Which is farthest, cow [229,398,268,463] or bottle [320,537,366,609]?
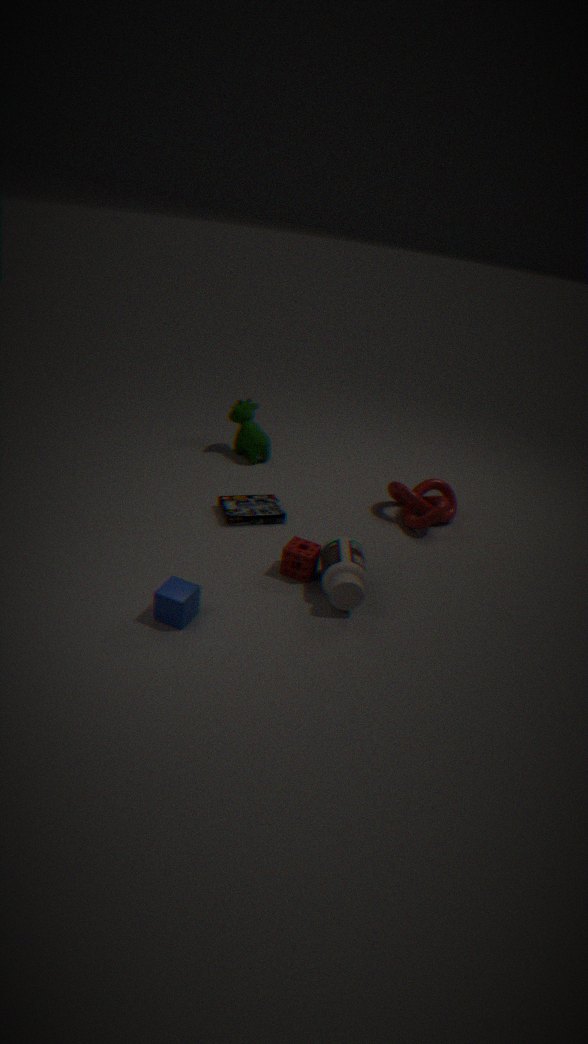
cow [229,398,268,463]
